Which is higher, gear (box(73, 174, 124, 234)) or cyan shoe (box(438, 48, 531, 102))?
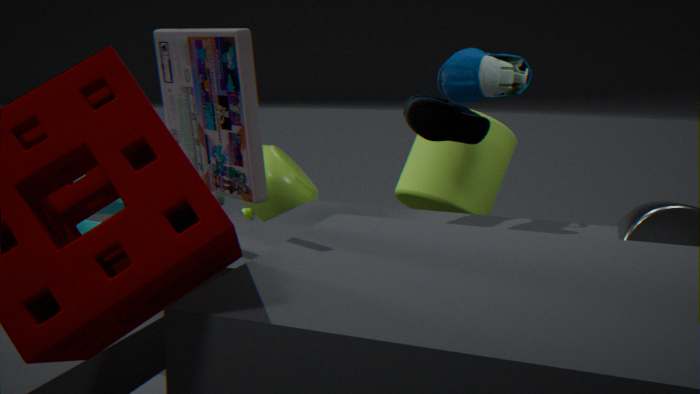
cyan shoe (box(438, 48, 531, 102))
